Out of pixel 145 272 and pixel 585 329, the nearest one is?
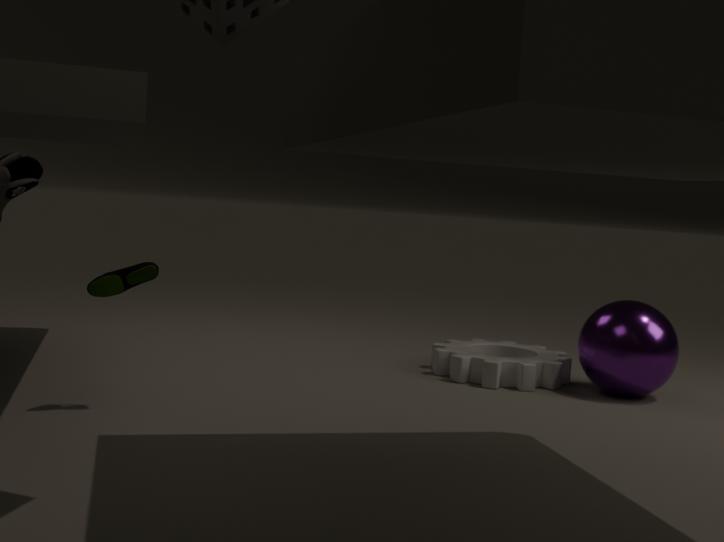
pixel 145 272
